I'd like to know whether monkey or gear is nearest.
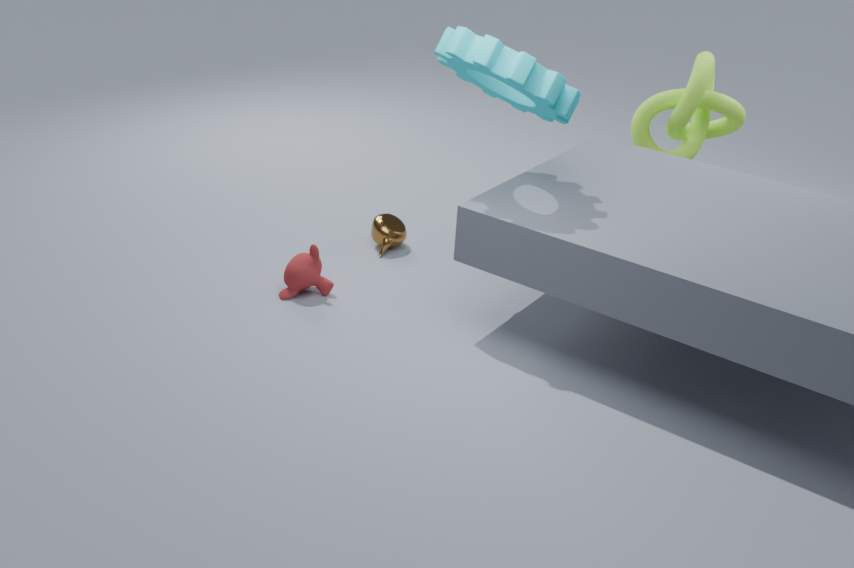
gear
